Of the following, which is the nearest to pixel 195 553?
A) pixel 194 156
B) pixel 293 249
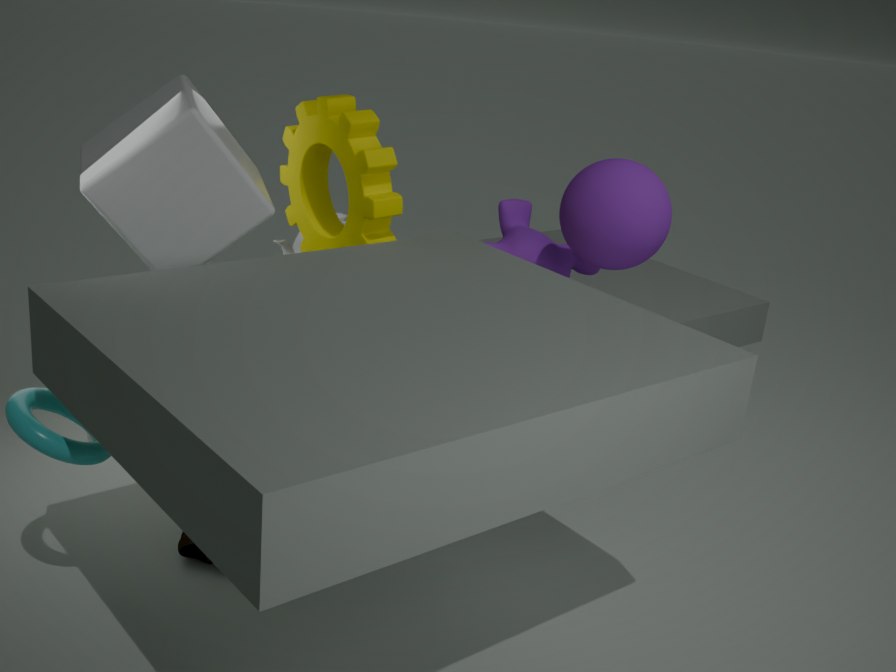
pixel 194 156
